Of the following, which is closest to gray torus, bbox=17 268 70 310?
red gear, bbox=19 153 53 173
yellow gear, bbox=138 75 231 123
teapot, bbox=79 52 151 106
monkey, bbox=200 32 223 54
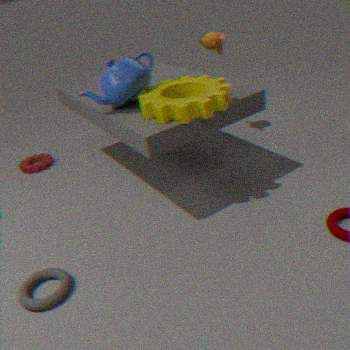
yellow gear, bbox=138 75 231 123
